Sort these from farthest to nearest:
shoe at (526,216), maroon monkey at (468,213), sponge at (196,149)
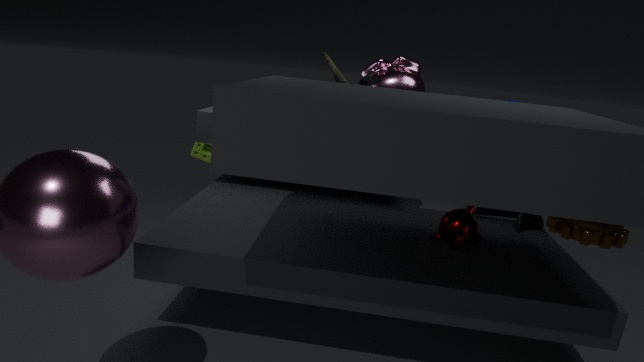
sponge at (196,149), shoe at (526,216), maroon monkey at (468,213)
